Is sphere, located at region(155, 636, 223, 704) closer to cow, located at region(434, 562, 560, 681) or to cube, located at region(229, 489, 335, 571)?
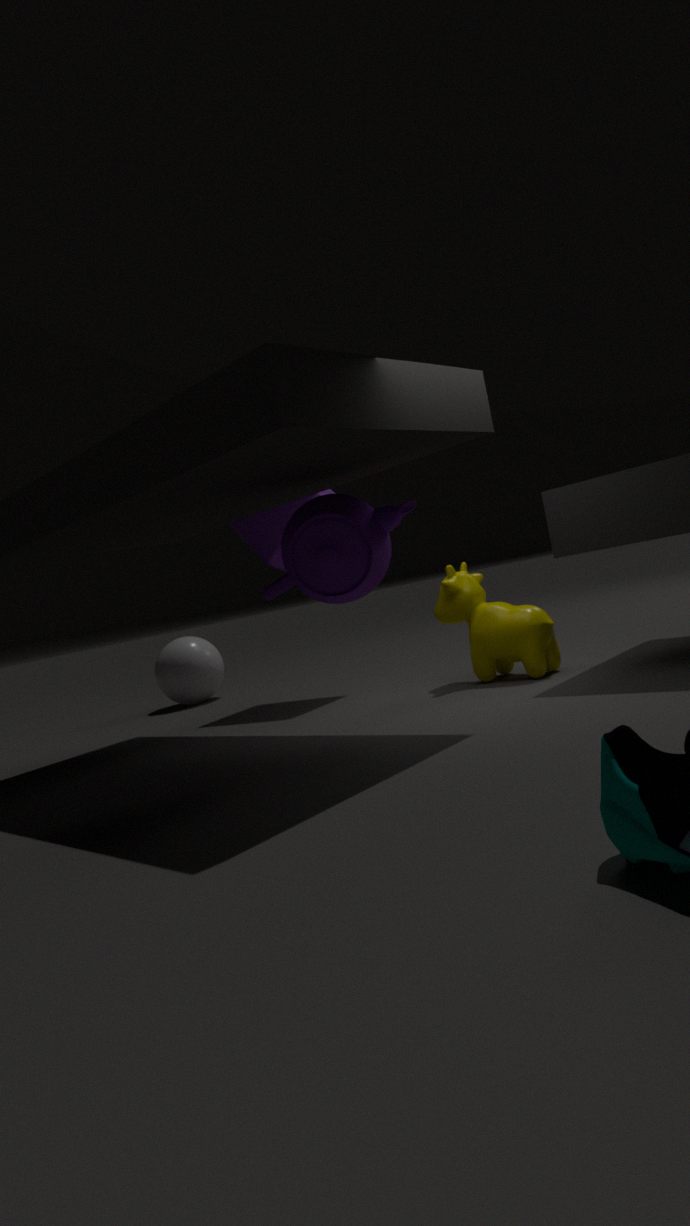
cube, located at region(229, 489, 335, 571)
